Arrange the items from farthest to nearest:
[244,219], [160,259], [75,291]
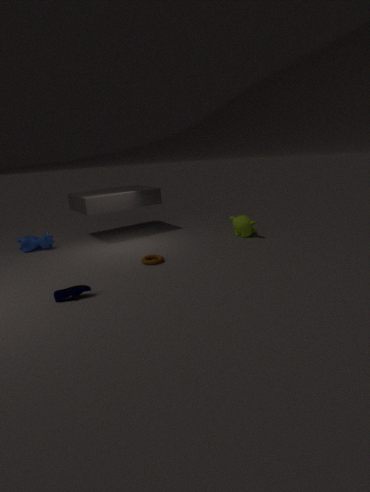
1. [244,219]
2. [160,259]
3. [75,291]
